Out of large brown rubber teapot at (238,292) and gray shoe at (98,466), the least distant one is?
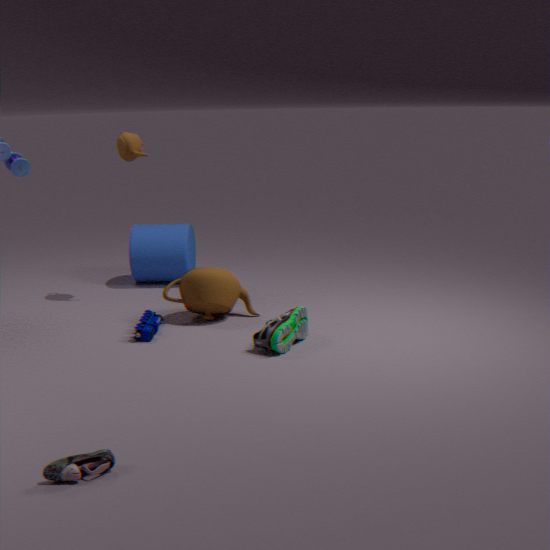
gray shoe at (98,466)
